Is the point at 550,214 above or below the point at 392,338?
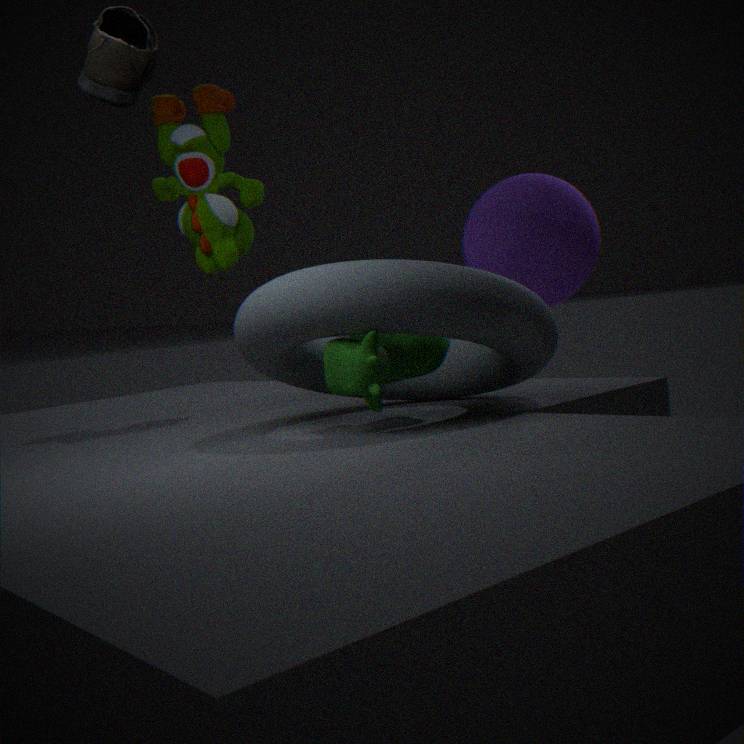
above
